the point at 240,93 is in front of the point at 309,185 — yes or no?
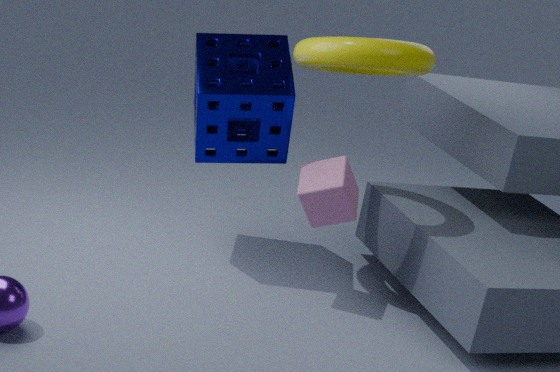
Yes
